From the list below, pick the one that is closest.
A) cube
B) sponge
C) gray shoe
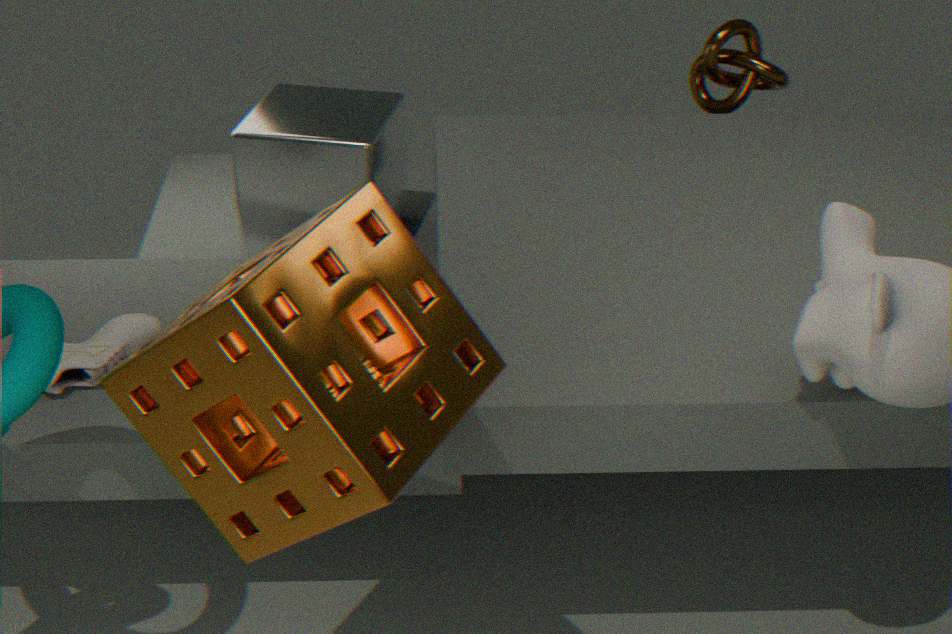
sponge
